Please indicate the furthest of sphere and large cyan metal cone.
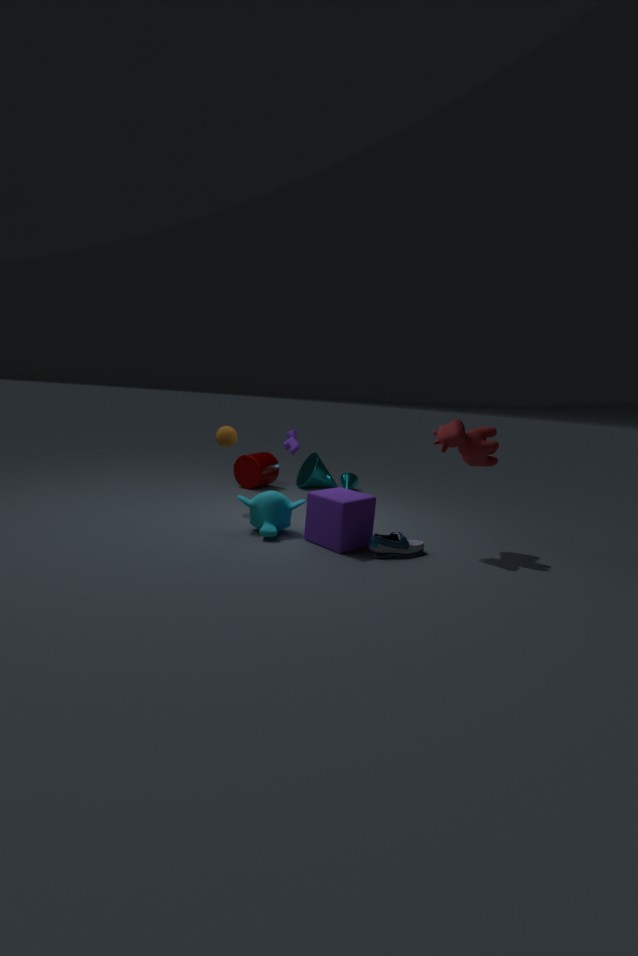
large cyan metal cone
